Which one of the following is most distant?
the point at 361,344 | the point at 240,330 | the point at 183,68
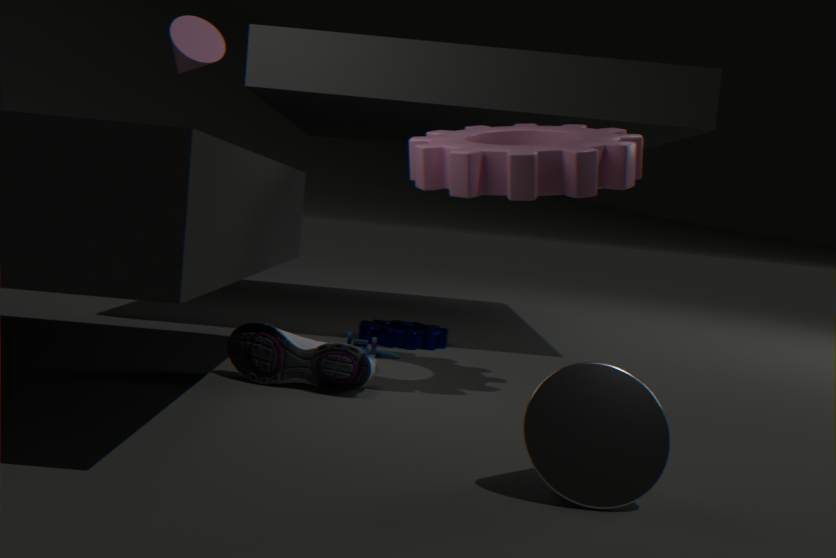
the point at 183,68
